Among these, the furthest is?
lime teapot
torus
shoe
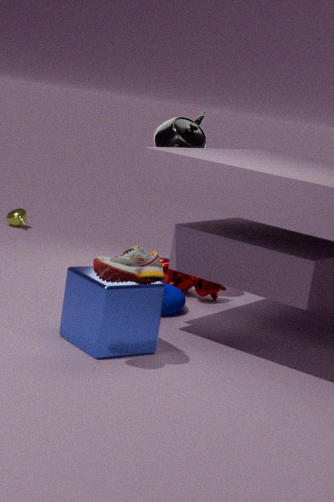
lime teapot
